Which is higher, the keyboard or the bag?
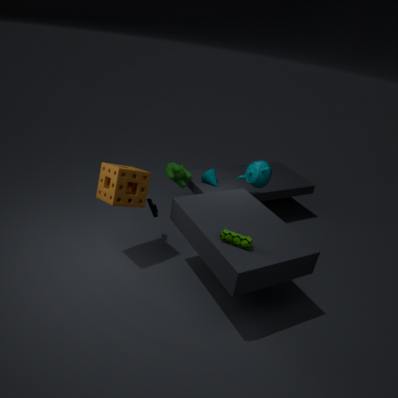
the bag
